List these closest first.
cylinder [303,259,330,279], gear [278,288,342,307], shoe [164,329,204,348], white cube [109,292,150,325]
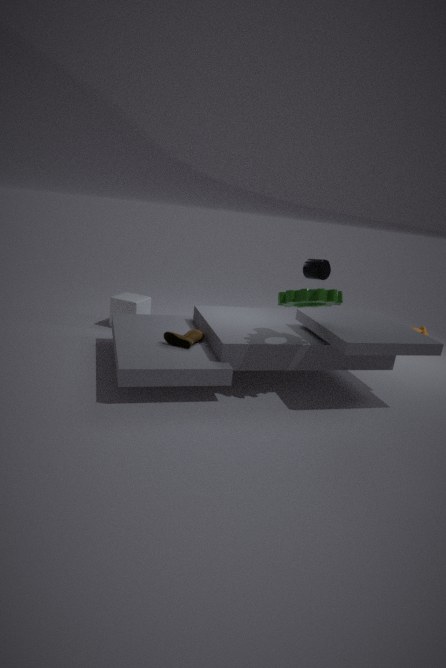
gear [278,288,342,307], cylinder [303,259,330,279], shoe [164,329,204,348], white cube [109,292,150,325]
